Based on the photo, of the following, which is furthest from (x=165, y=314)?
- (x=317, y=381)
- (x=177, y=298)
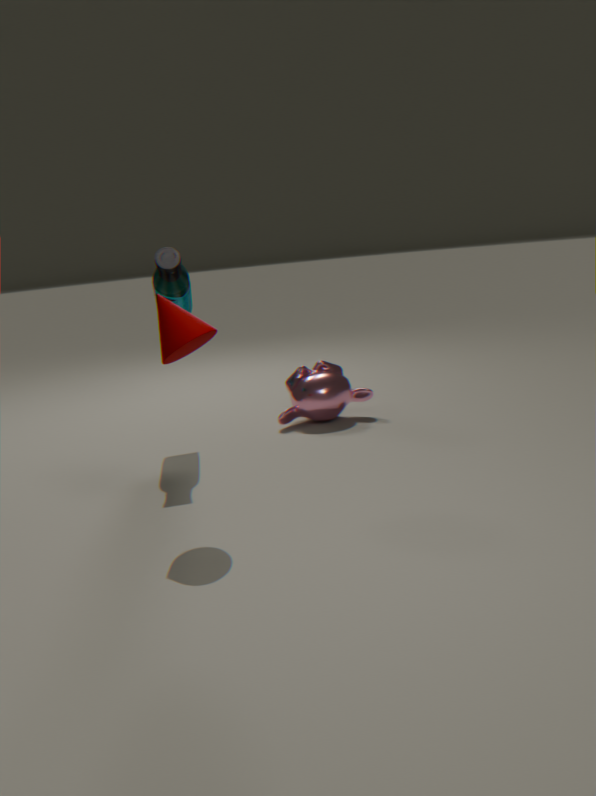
(x=317, y=381)
